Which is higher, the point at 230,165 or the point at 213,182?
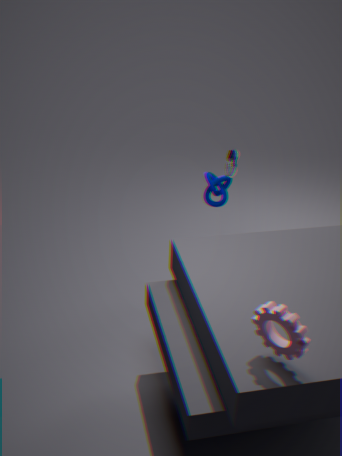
A: the point at 230,165
